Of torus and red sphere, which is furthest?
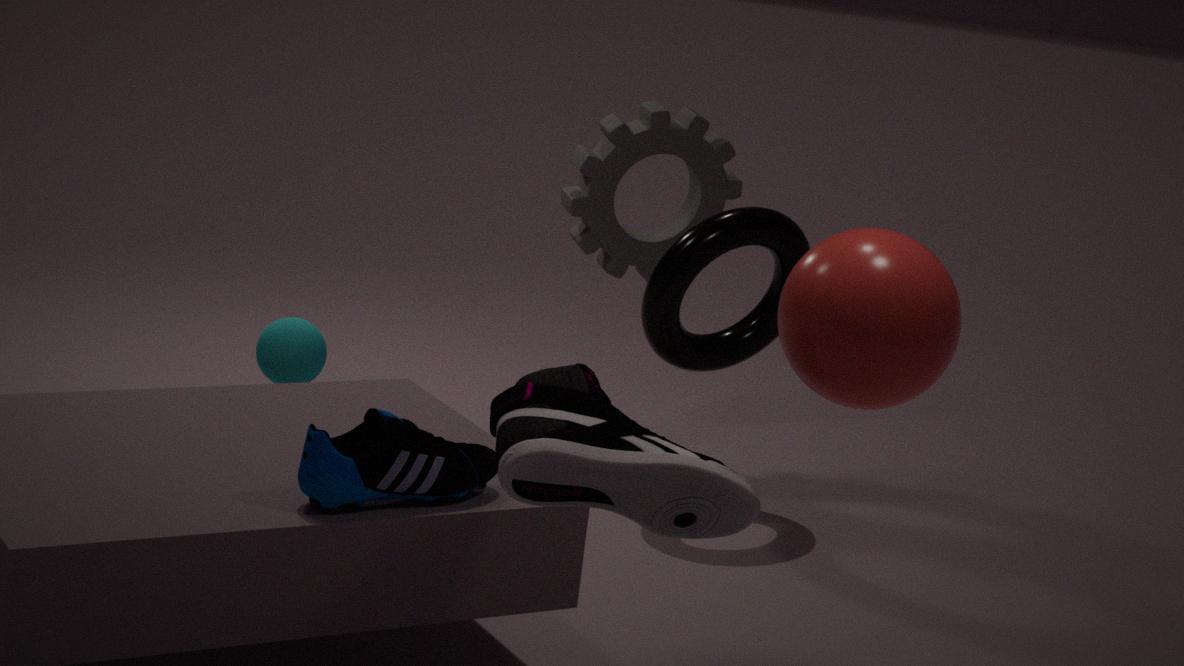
torus
